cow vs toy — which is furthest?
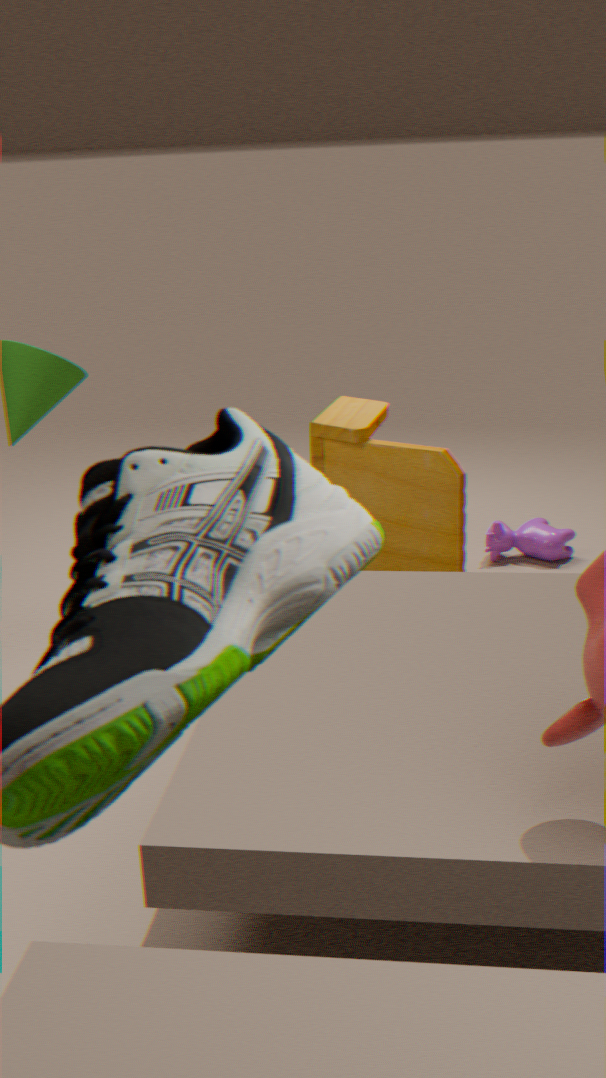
cow
